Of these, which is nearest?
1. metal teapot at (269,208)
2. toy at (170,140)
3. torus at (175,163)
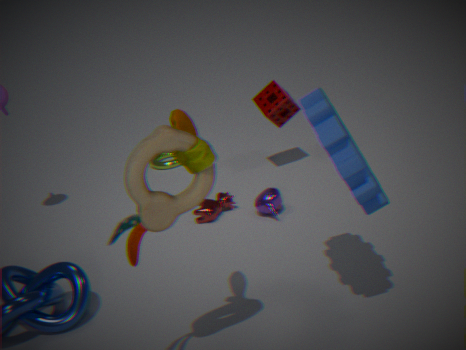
toy at (170,140)
